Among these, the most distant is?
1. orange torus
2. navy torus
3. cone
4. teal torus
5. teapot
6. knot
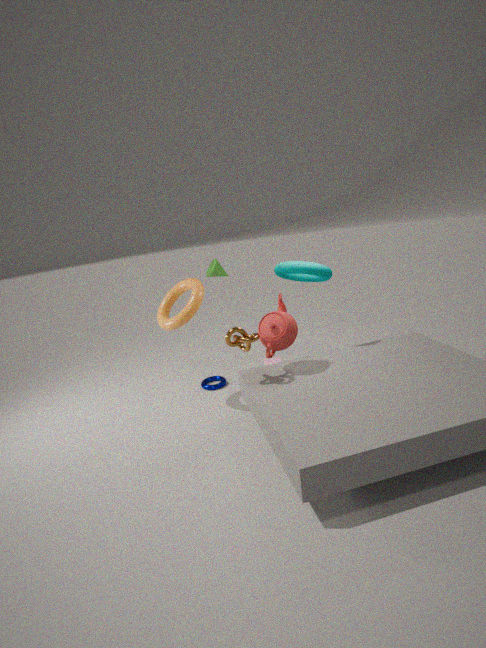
cone
